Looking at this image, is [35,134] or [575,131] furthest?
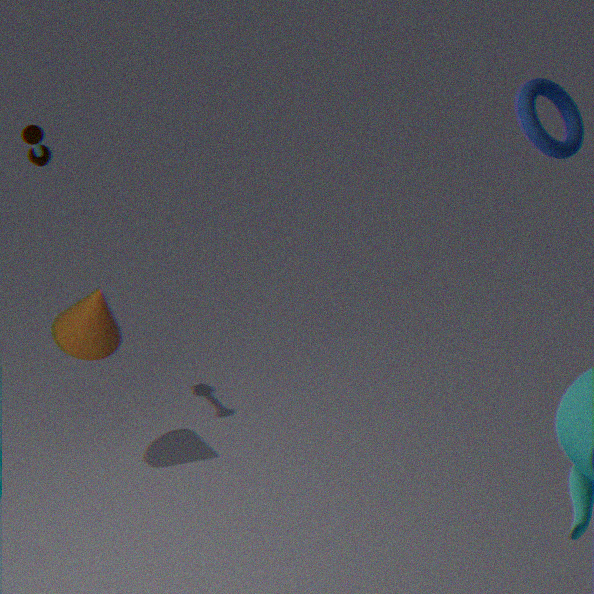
[575,131]
